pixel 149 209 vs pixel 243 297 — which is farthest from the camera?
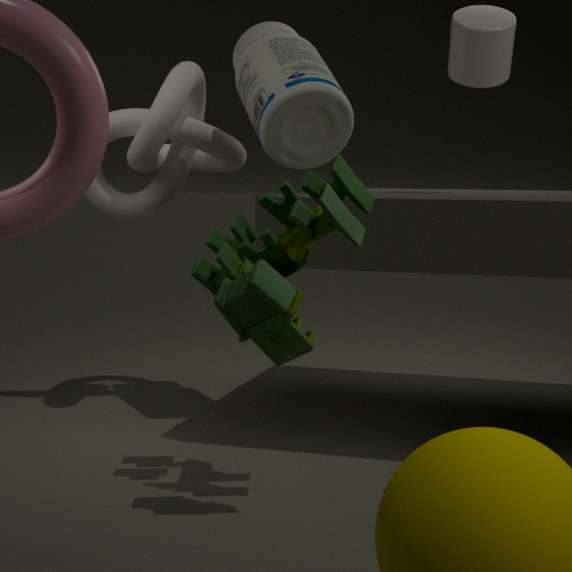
pixel 149 209
